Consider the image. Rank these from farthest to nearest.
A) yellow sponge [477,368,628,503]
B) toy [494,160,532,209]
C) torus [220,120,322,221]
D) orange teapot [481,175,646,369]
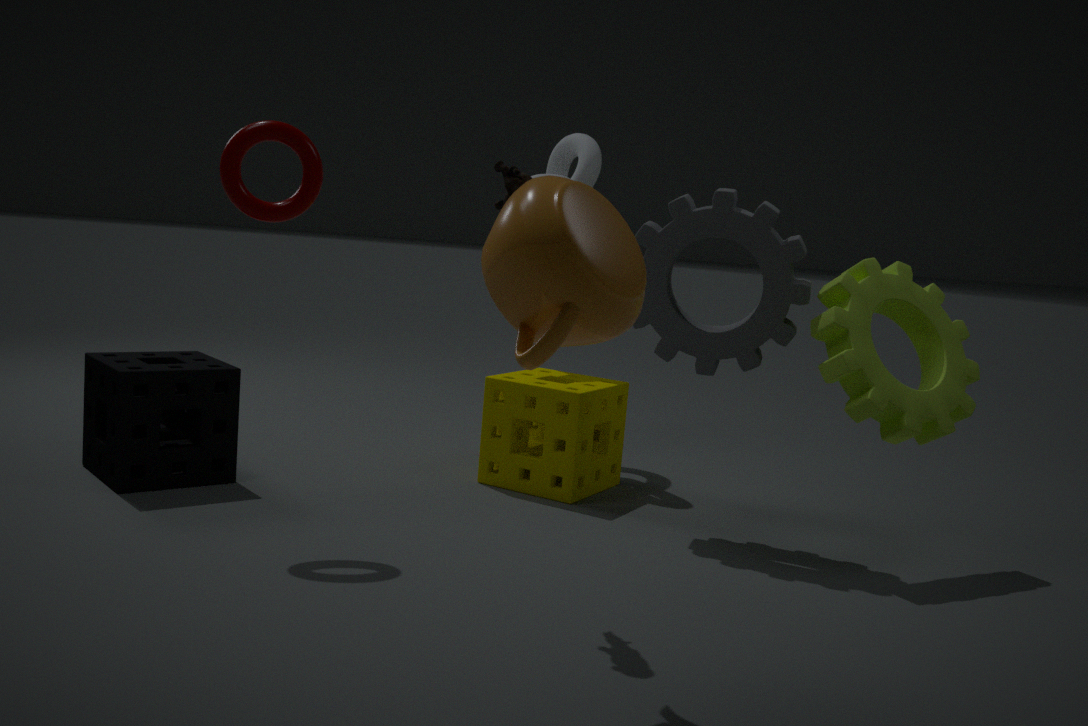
yellow sponge [477,368,628,503]
torus [220,120,322,221]
toy [494,160,532,209]
orange teapot [481,175,646,369]
